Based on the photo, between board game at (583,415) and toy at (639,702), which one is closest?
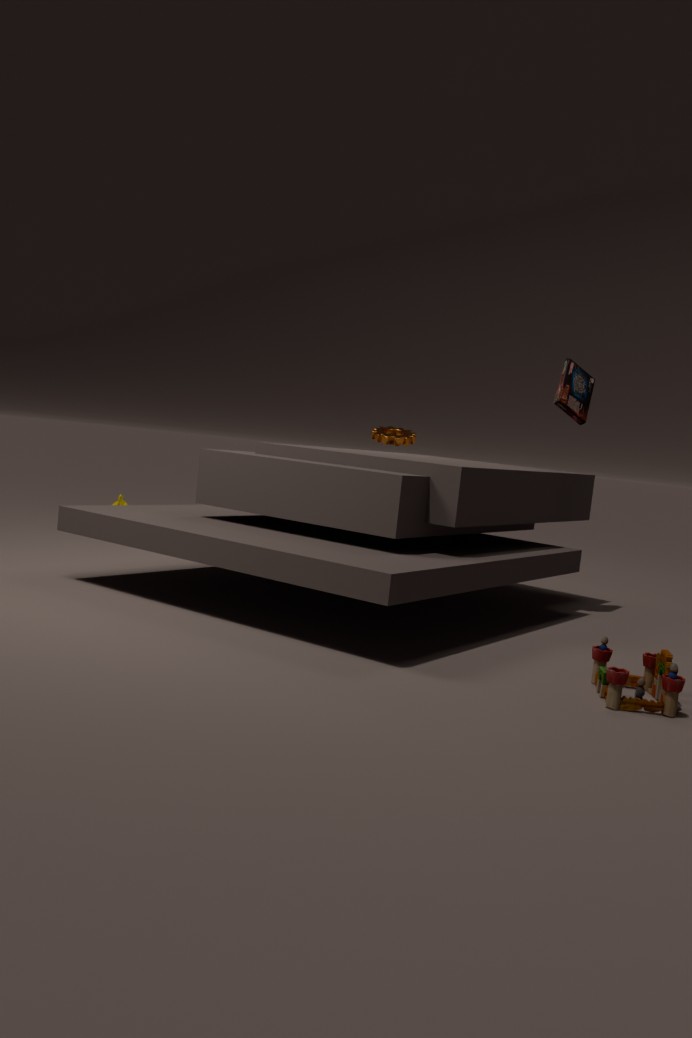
toy at (639,702)
